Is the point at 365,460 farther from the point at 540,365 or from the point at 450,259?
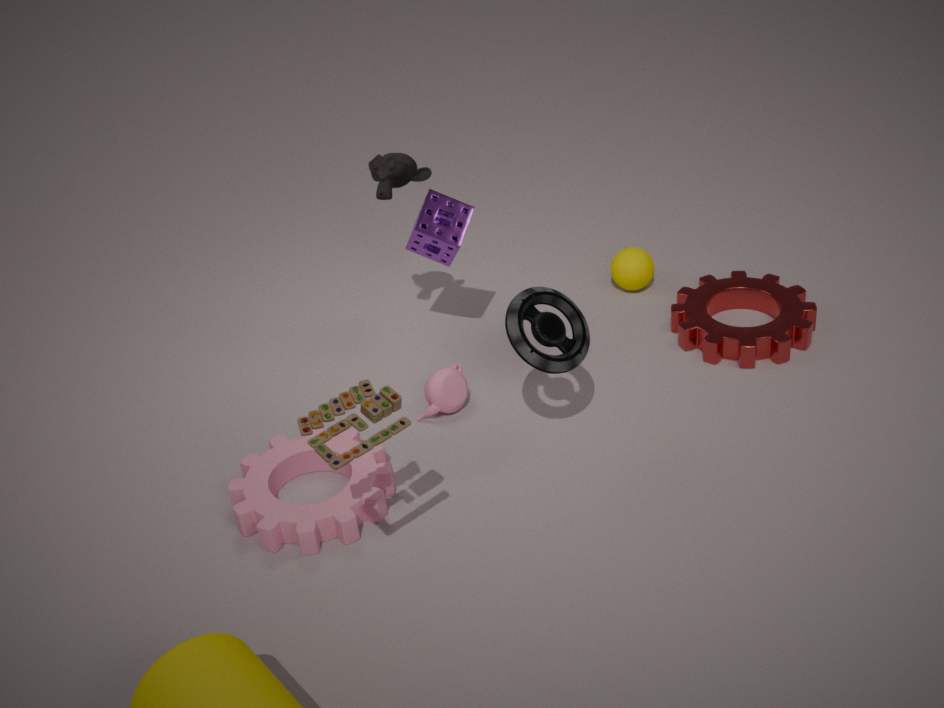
the point at 450,259
